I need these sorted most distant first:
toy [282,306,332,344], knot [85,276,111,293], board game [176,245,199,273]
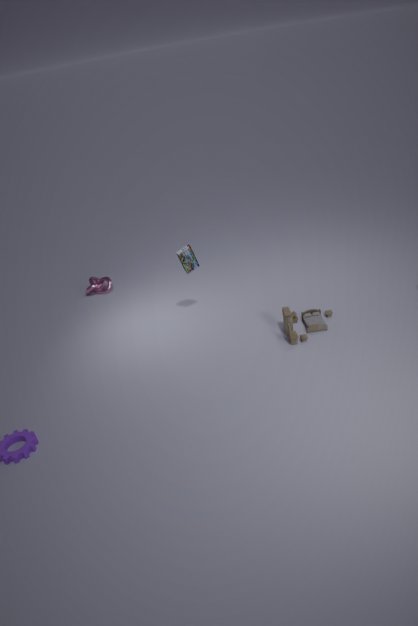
knot [85,276,111,293], board game [176,245,199,273], toy [282,306,332,344]
